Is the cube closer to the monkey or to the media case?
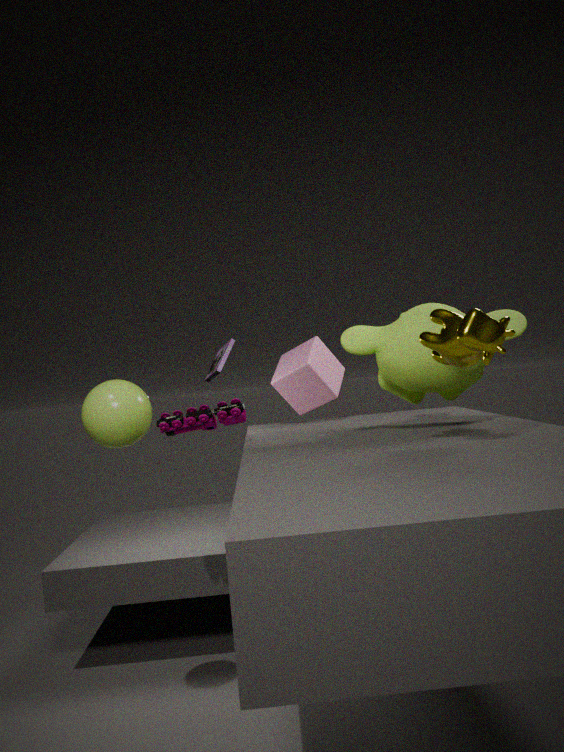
the monkey
